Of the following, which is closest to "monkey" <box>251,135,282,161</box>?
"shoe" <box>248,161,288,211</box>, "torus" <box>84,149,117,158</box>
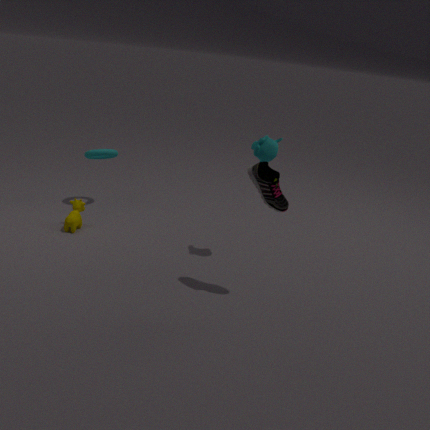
"shoe" <box>248,161,288,211</box>
